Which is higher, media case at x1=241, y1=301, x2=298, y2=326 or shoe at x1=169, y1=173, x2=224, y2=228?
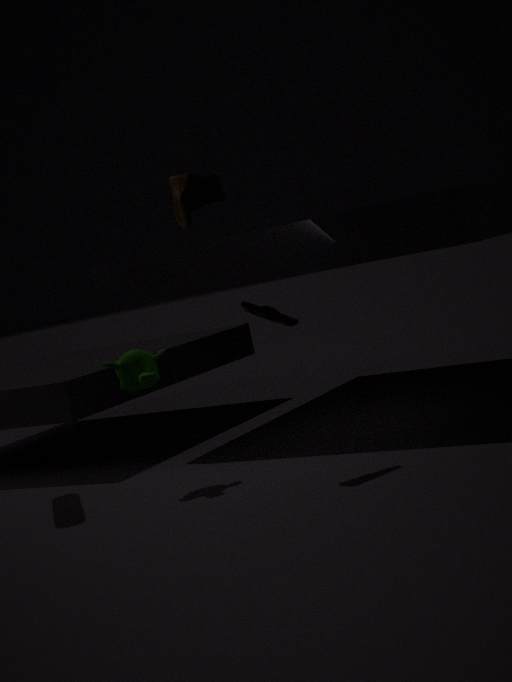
shoe at x1=169, y1=173, x2=224, y2=228
